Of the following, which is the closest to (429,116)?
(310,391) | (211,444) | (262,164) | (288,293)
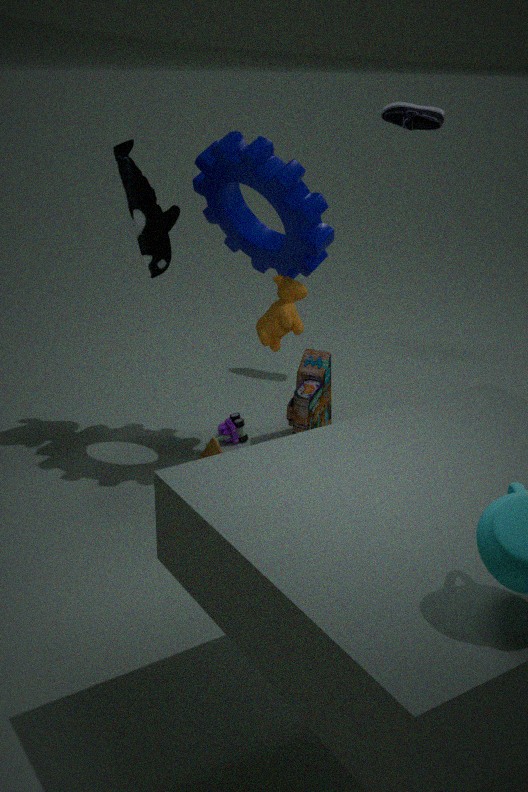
(262,164)
